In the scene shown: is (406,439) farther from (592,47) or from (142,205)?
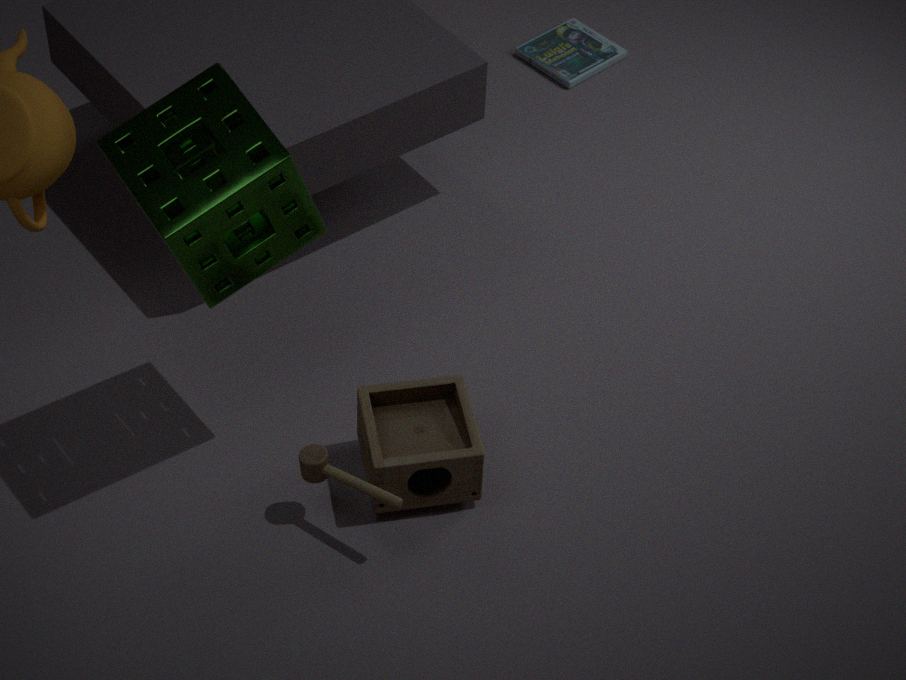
(592,47)
